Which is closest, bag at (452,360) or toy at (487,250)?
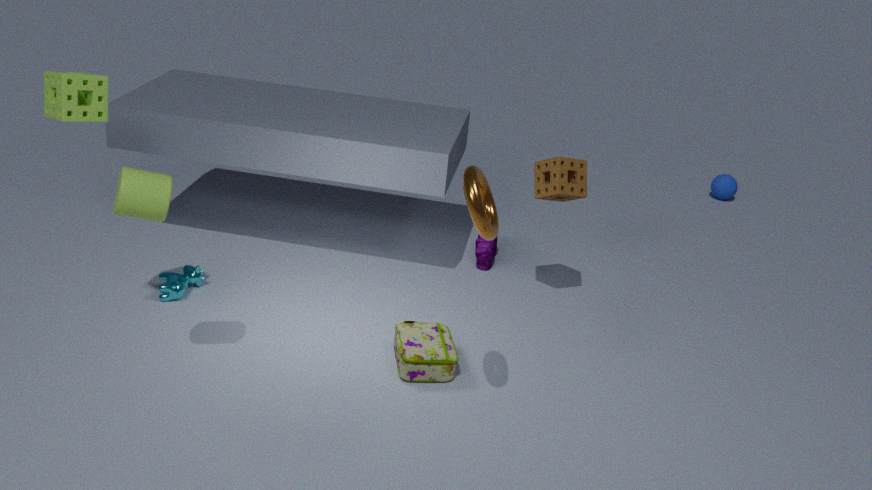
bag at (452,360)
